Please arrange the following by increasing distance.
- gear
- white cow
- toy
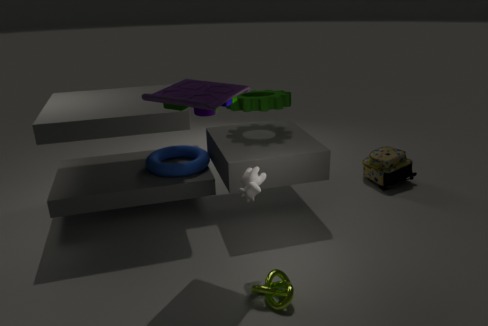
toy
white cow
gear
